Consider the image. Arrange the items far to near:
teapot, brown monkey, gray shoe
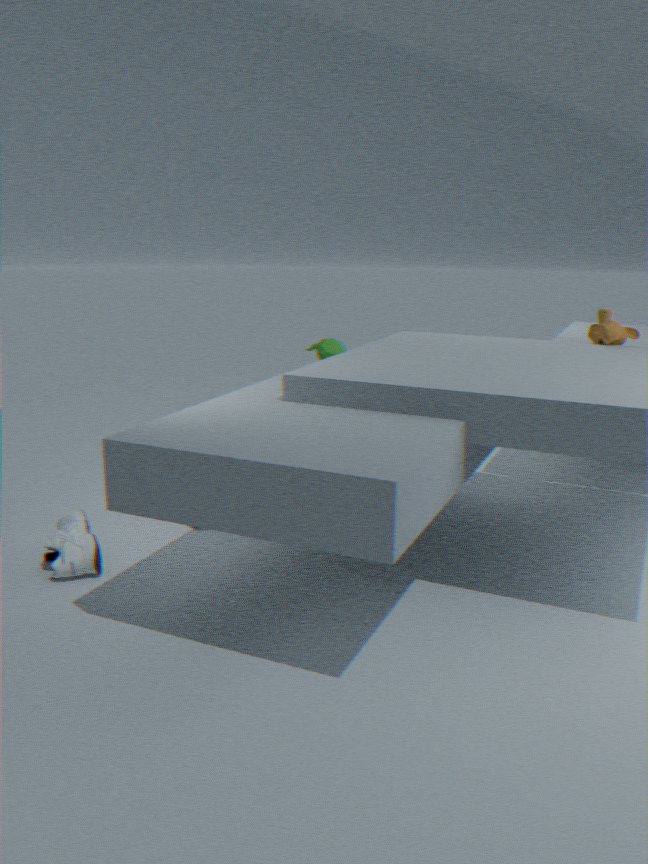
teapot → brown monkey → gray shoe
